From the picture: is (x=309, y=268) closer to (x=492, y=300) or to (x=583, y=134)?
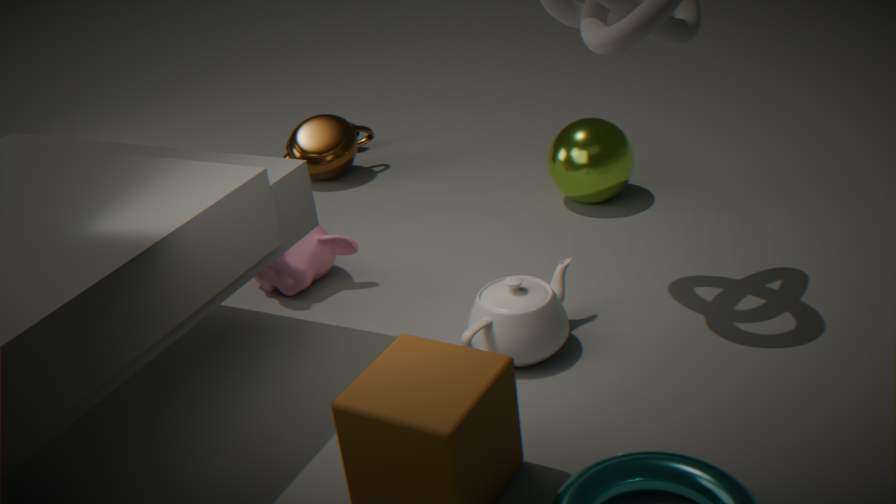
(x=492, y=300)
